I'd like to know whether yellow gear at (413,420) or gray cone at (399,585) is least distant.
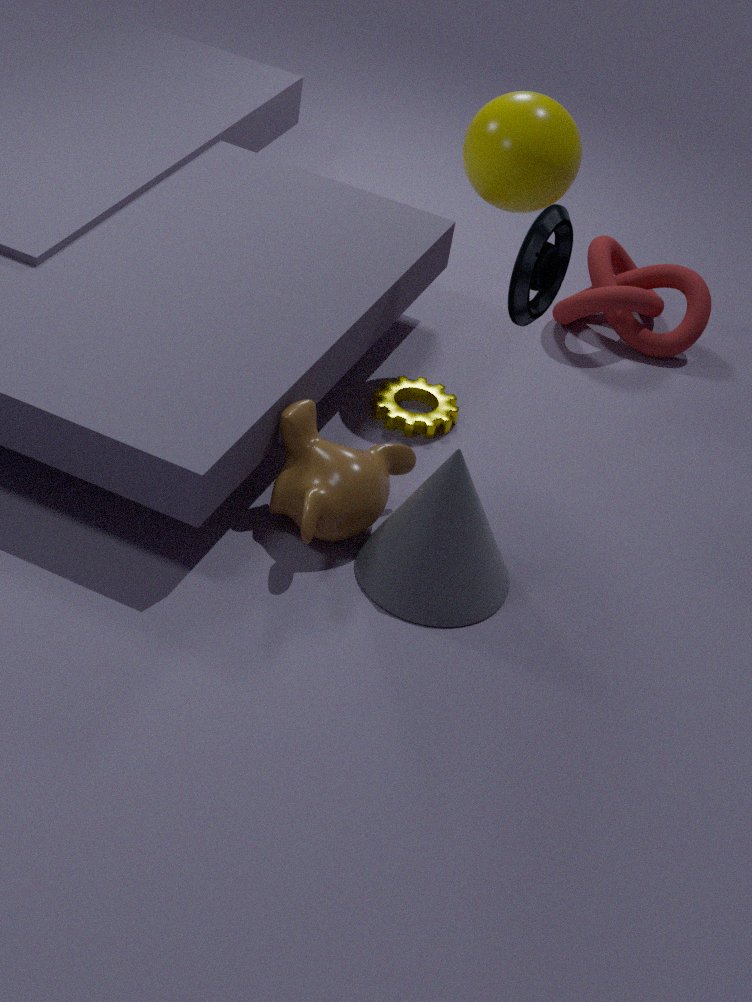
gray cone at (399,585)
